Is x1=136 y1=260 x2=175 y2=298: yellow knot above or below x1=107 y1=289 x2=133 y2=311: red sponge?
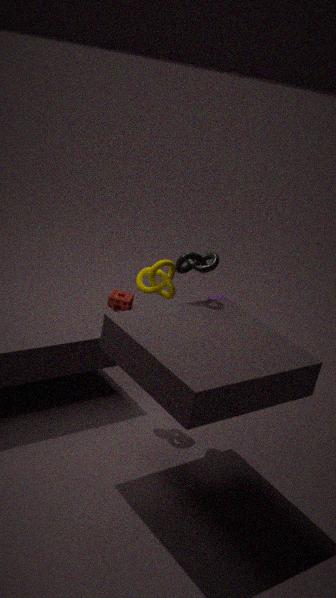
above
